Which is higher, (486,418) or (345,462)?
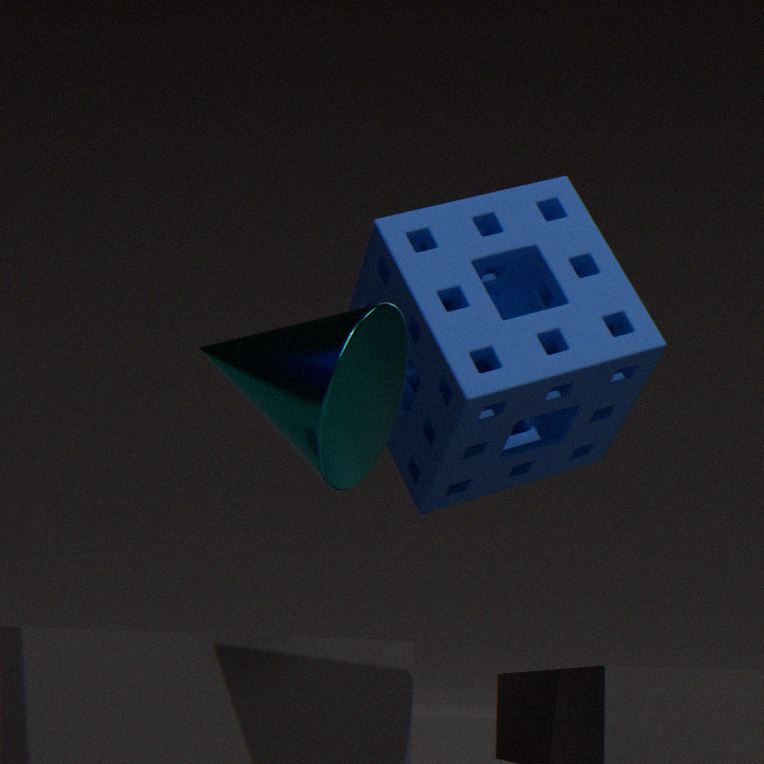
(486,418)
